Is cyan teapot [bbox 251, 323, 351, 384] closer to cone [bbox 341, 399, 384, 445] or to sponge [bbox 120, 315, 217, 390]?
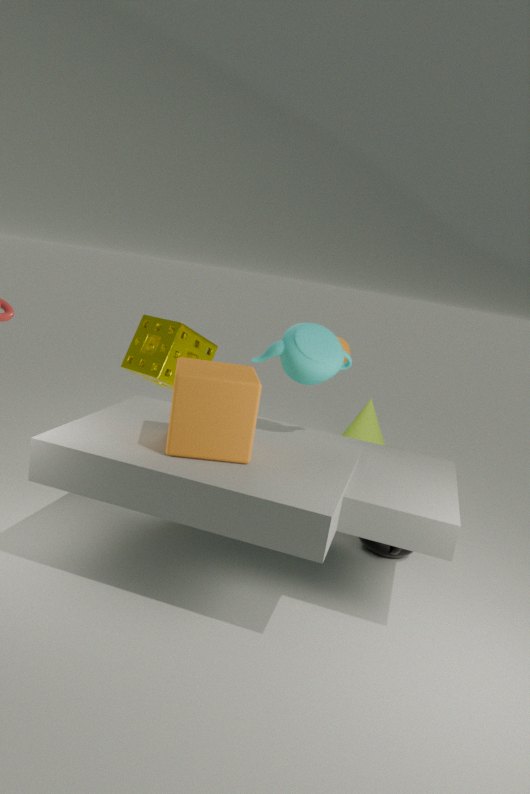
sponge [bbox 120, 315, 217, 390]
